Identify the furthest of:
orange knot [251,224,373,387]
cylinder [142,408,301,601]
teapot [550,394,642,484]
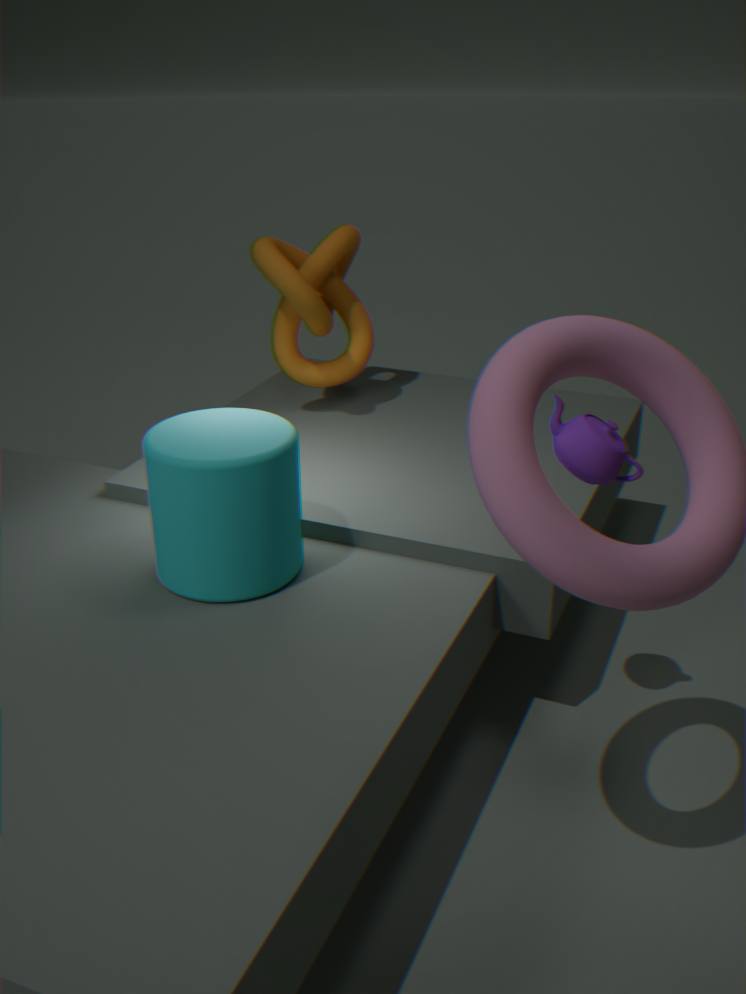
orange knot [251,224,373,387]
